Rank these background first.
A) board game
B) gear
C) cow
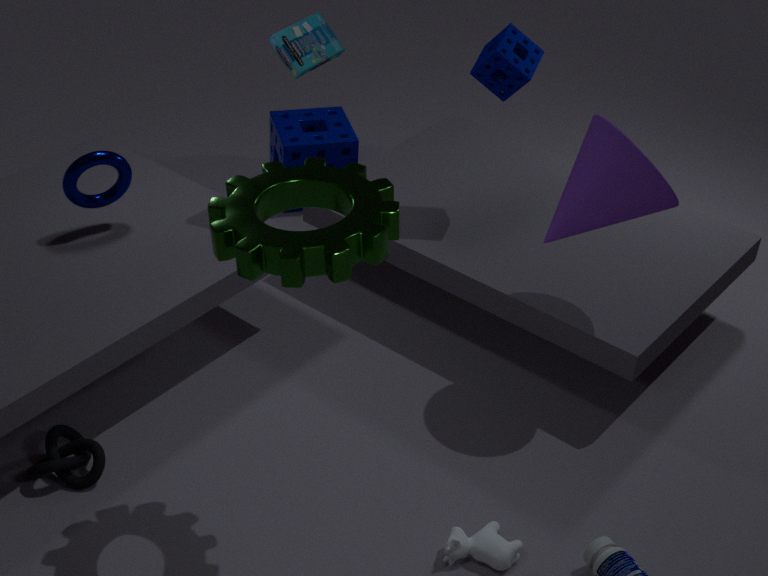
board game
cow
gear
